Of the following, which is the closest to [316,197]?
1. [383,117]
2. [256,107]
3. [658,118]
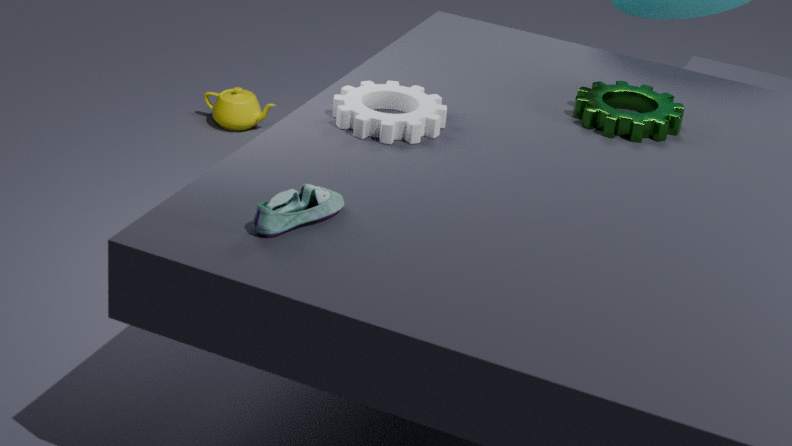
[383,117]
